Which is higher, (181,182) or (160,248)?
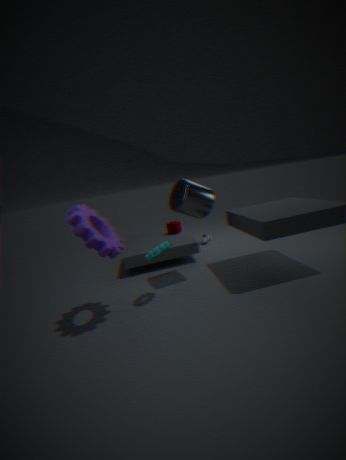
(181,182)
